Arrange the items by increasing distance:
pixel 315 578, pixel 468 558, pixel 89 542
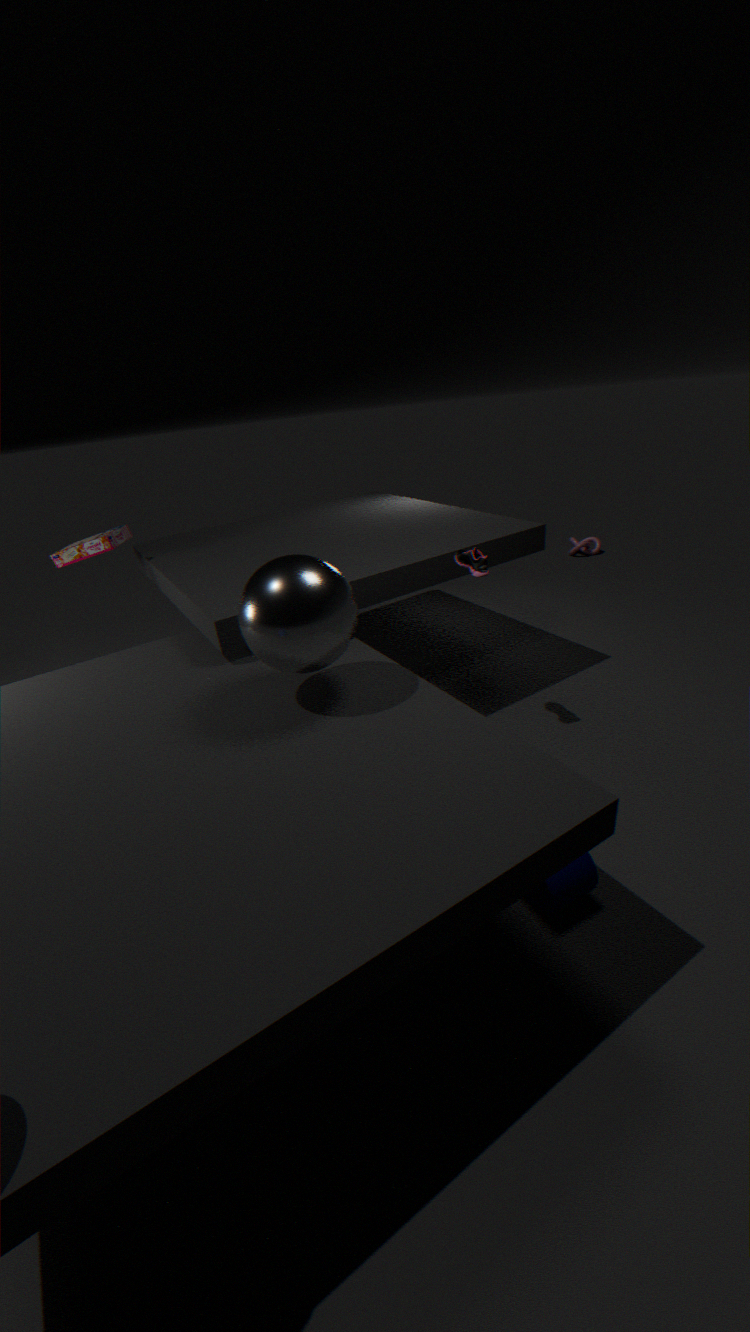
1. pixel 315 578
2. pixel 468 558
3. pixel 89 542
